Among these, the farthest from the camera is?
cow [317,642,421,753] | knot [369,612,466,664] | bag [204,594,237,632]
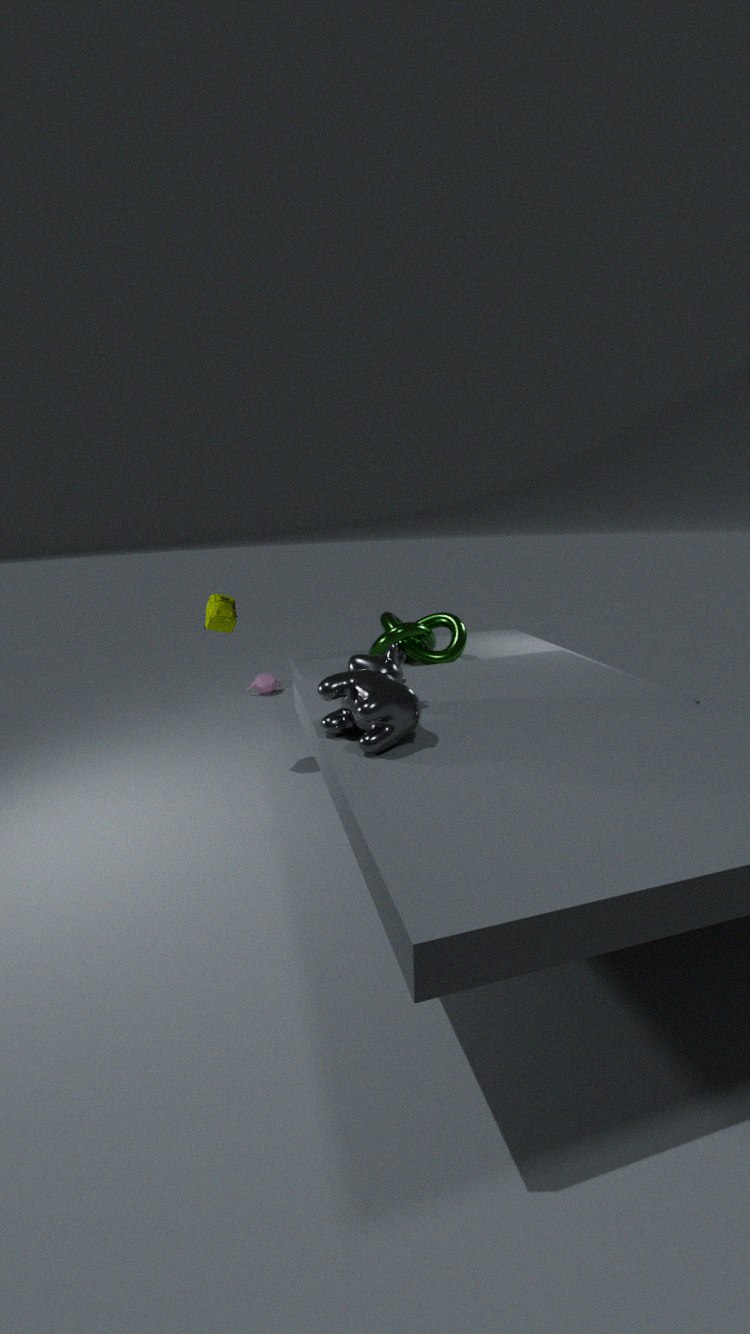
knot [369,612,466,664]
